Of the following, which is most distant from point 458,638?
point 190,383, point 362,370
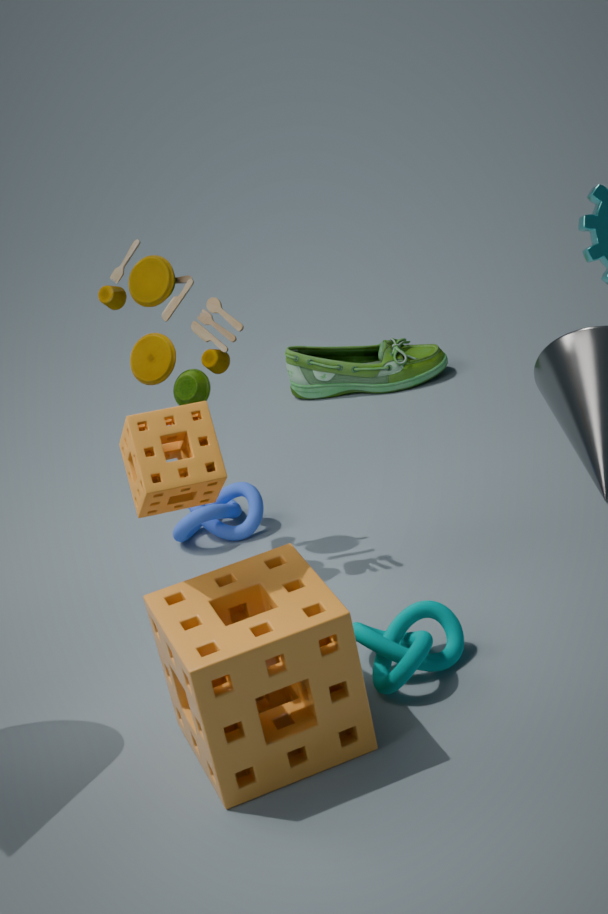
point 362,370
